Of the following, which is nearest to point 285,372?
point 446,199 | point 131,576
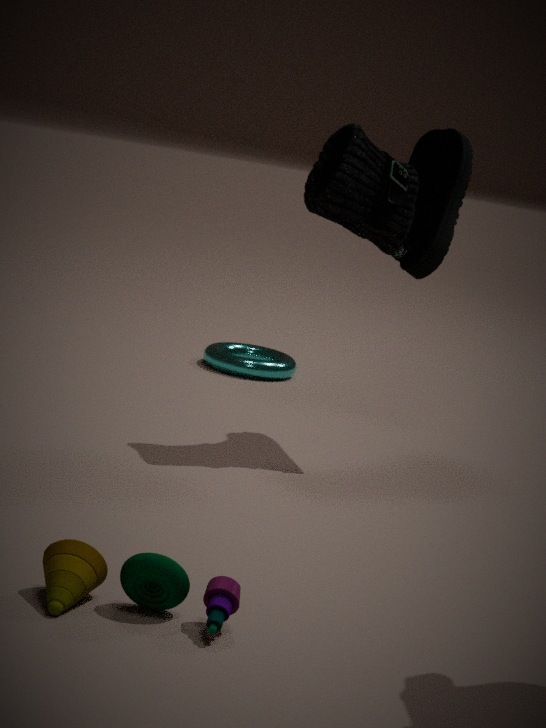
point 446,199
